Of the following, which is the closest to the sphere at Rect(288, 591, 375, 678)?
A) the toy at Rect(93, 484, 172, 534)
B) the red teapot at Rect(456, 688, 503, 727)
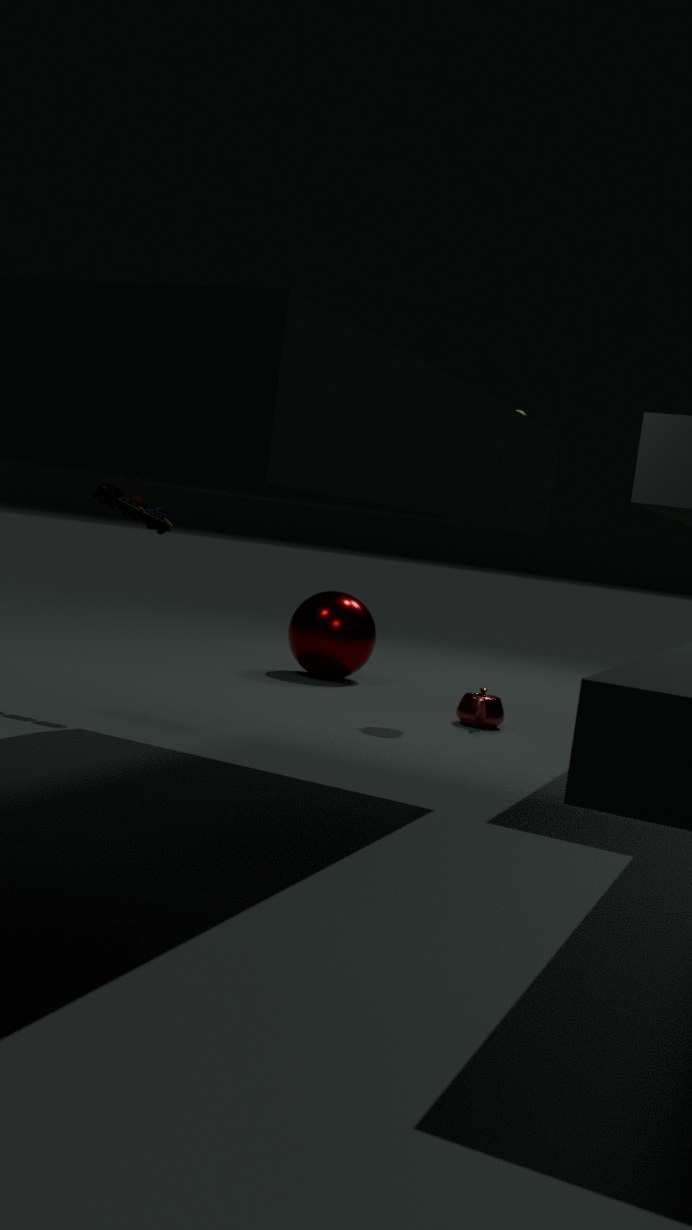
the red teapot at Rect(456, 688, 503, 727)
